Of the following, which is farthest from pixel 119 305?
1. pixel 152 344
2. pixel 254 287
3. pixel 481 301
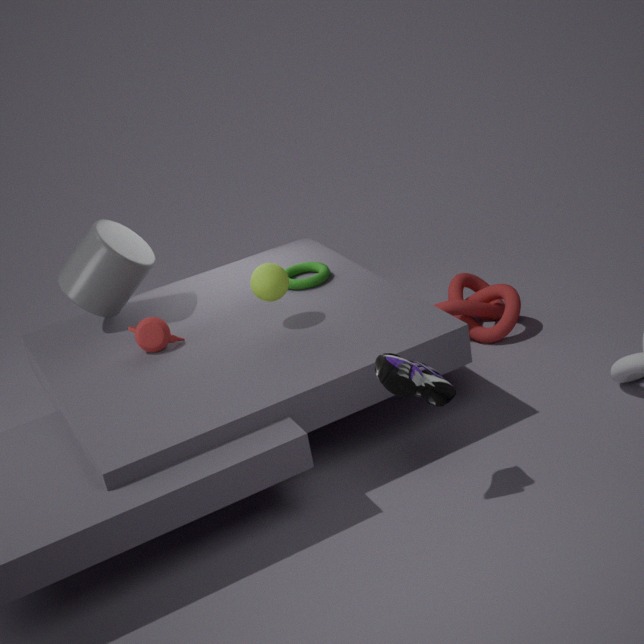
pixel 481 301
